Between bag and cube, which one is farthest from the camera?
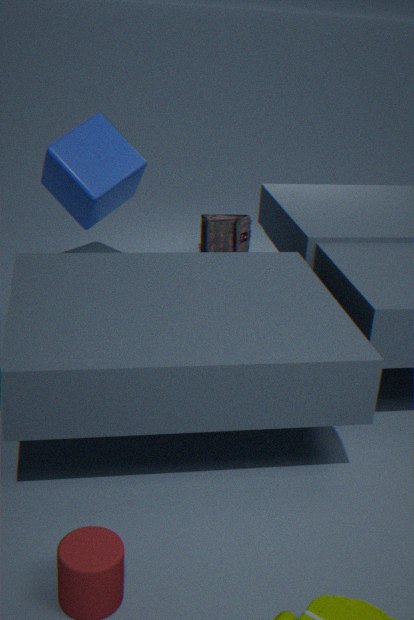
bag
